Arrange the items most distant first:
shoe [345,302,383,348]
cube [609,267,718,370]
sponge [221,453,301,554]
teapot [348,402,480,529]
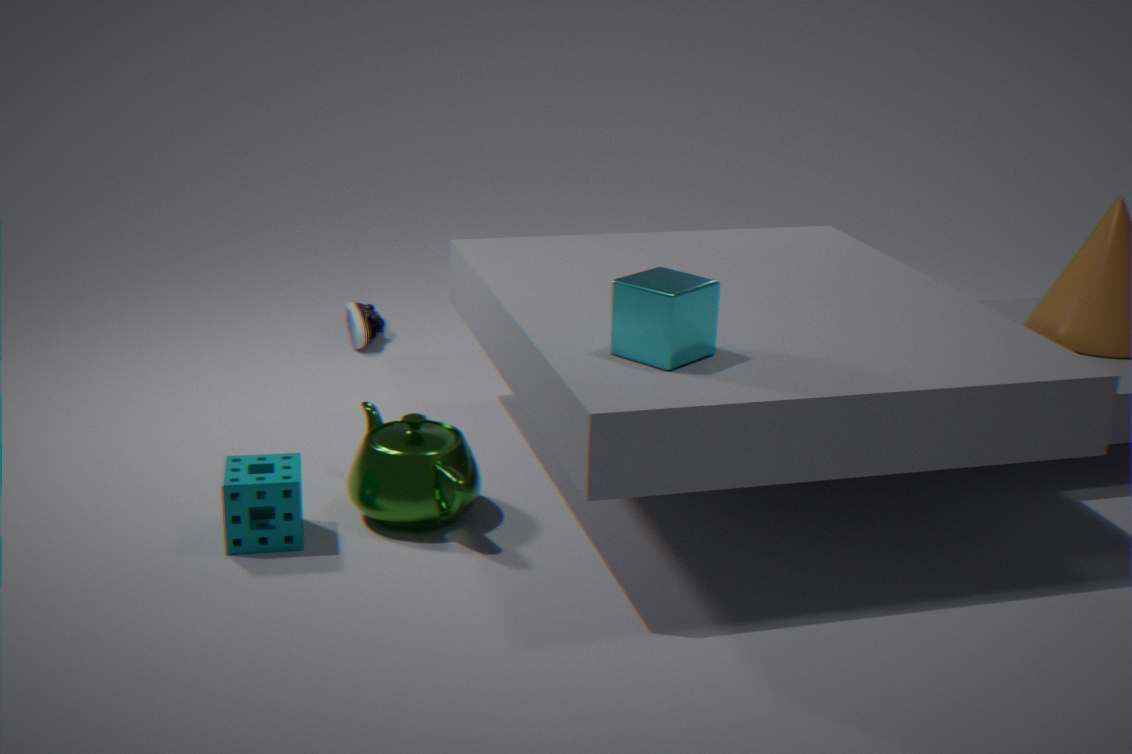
shoe [345,302,383,348] < teapot [348,402,480,529] < sponge [221,453,301,554] < cube [609,267,718,370]
